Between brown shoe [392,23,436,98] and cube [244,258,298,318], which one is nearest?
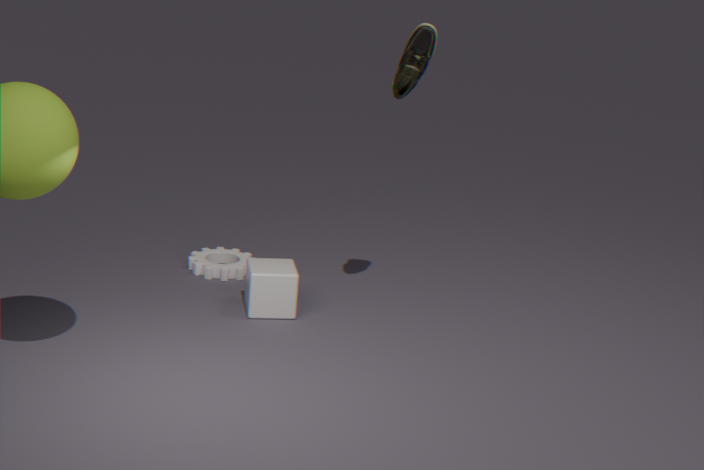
brown shoe [392,23,436,98]
